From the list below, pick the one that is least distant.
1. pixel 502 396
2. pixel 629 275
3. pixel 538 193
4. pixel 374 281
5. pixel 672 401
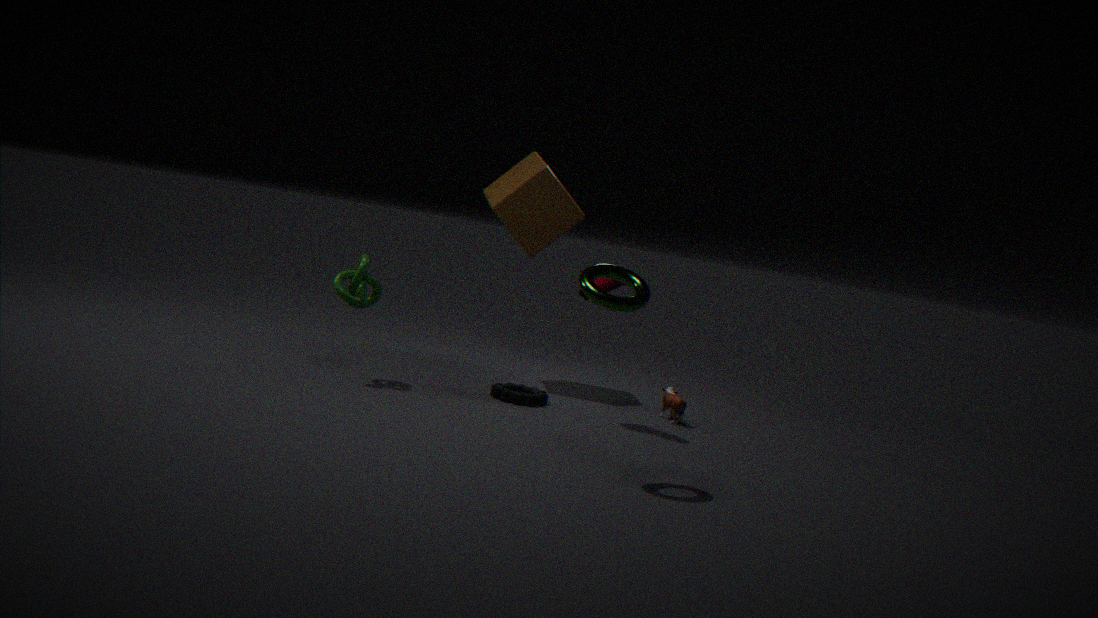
pixel 629 275
